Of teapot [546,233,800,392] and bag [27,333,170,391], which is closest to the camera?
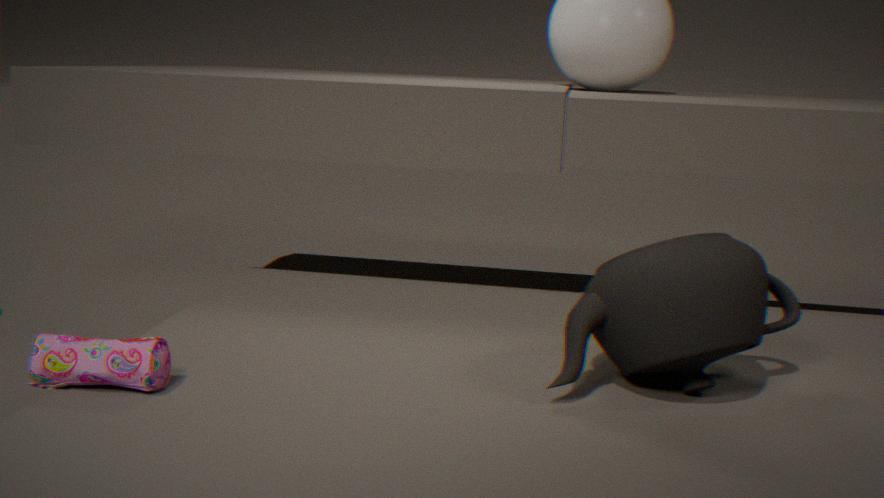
bag [27,333,170,391]
